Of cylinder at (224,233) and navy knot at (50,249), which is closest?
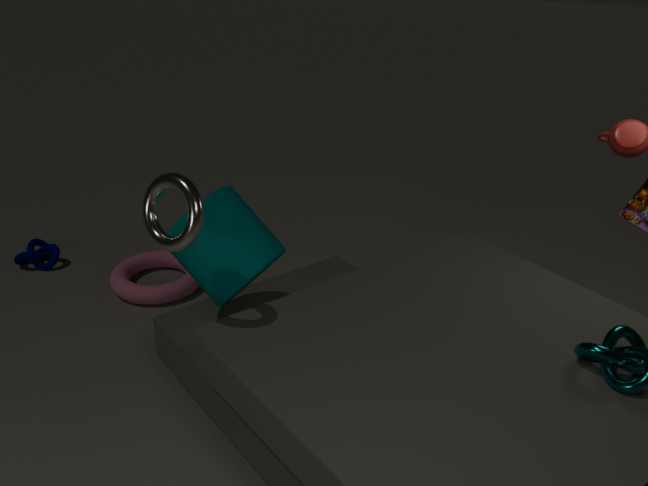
cylinder at (224,233)
